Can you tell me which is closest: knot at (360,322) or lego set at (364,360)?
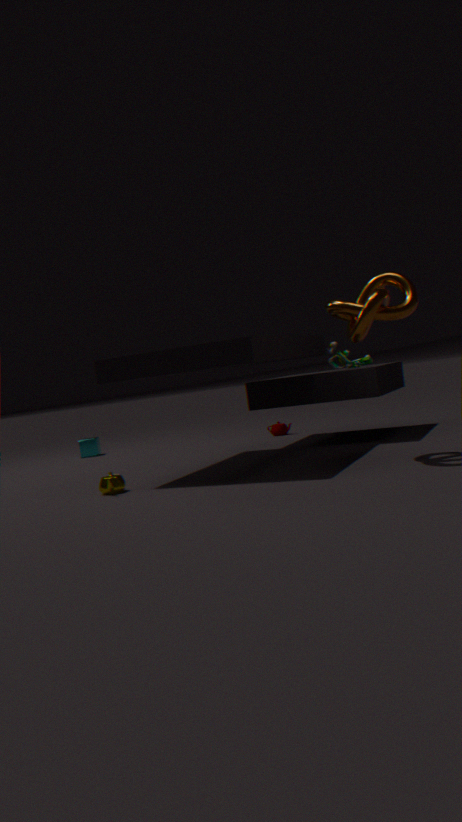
knot at (360,322)
